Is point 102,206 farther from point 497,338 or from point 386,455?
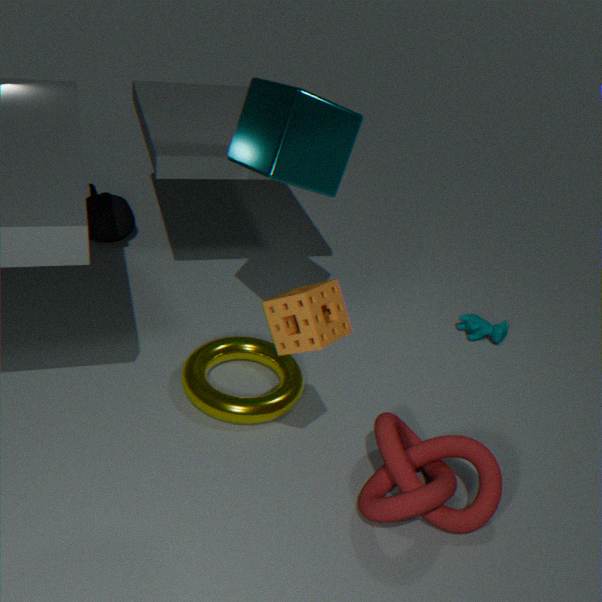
point 386,455
